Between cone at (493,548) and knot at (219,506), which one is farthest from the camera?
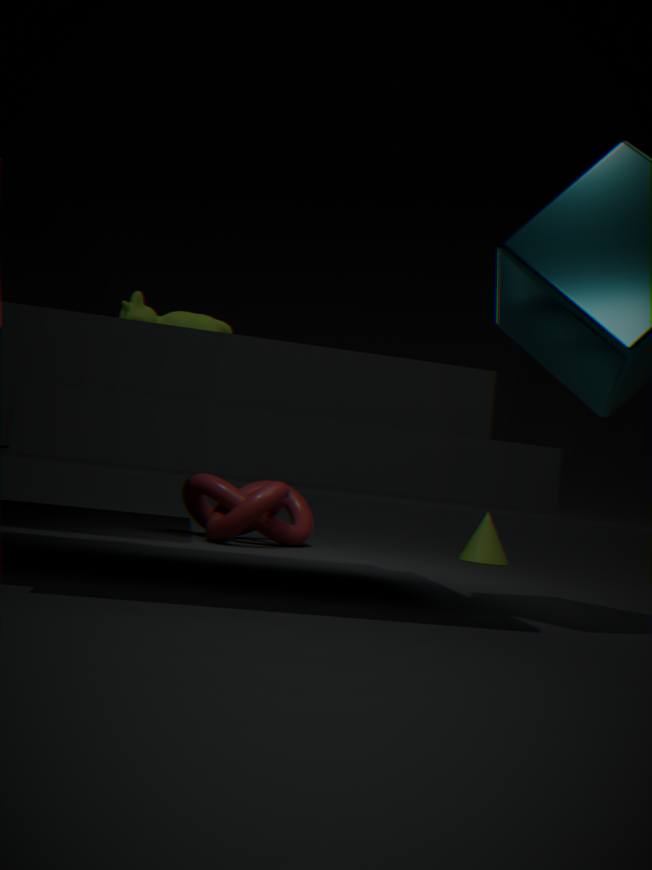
cone at (493,548)
